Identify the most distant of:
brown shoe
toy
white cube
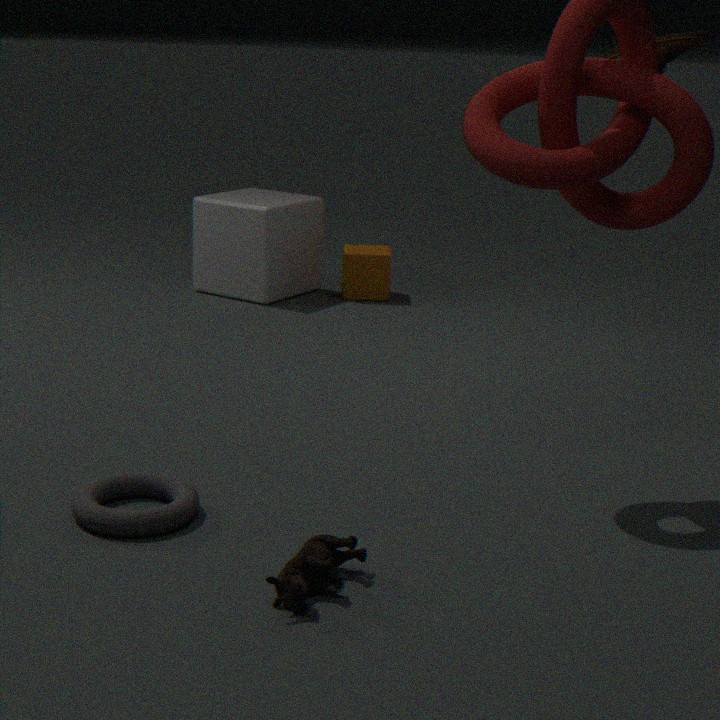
white cube
